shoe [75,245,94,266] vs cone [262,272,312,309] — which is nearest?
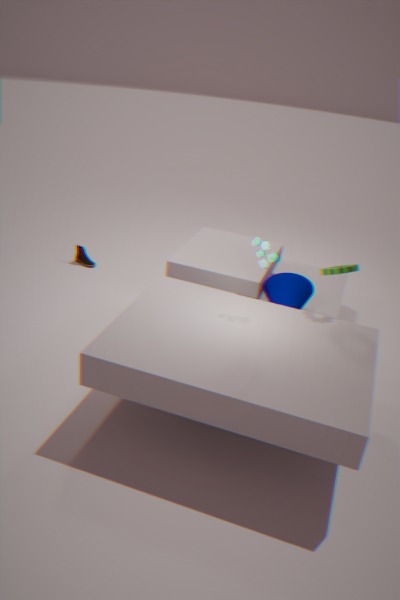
cone [262,272,312,309]
